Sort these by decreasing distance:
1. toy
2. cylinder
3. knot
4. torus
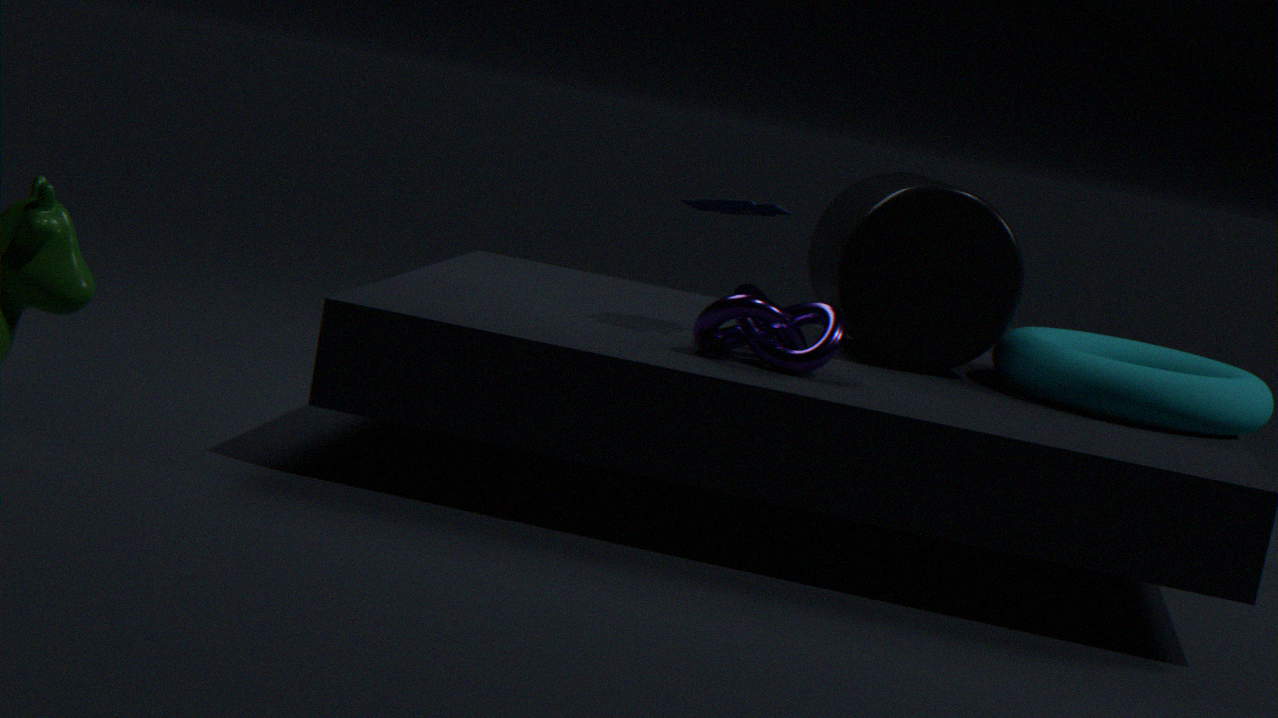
1. cylinder
2. toy
3. torus
4. knot
